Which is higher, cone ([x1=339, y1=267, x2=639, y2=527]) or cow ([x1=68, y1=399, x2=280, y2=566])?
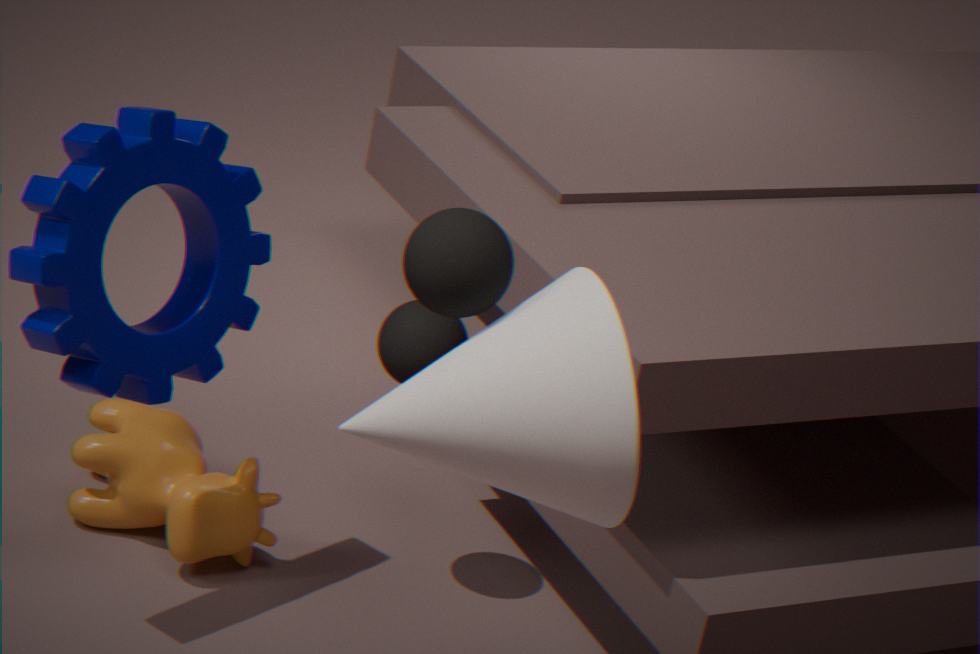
cone ([x1=339, y1=267, x2=639, y2=527])
